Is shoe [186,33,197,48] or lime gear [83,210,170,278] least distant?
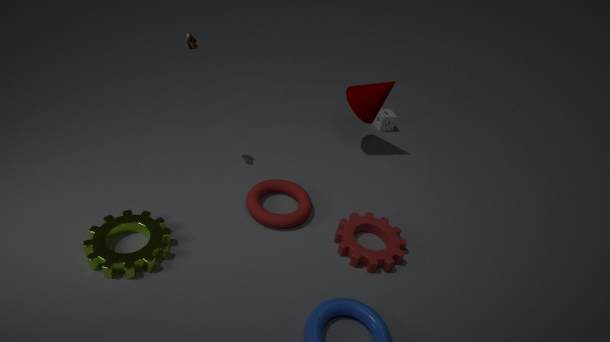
lime gear [83,210,170,278]
